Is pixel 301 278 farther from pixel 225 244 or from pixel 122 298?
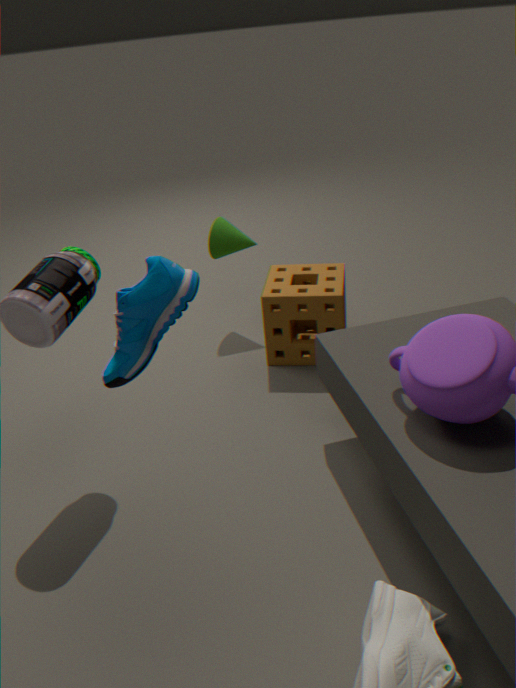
pixel 122 298
